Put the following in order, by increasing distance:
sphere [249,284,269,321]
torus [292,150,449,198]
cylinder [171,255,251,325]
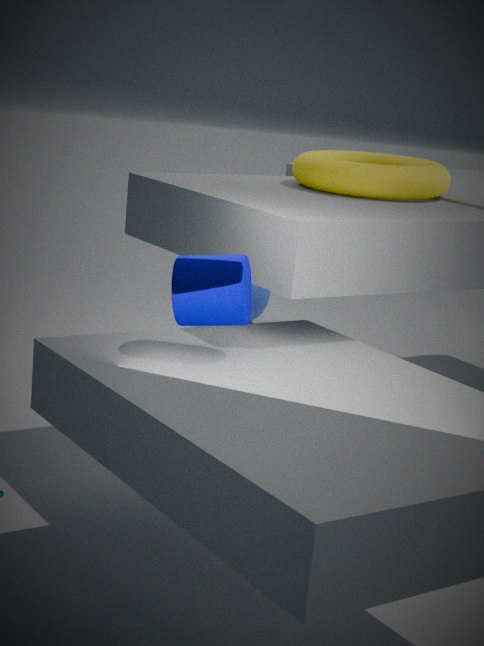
cylinder [171,255,251,325]
torus [292,150,449,198]
sphere [249,284,269,321]
